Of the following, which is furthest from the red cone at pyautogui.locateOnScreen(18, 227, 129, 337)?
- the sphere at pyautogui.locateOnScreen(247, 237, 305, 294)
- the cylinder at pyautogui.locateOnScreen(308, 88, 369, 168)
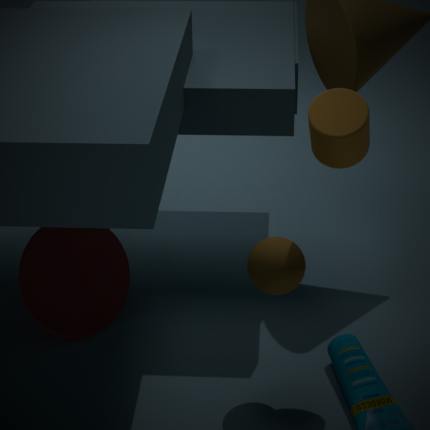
the cylinder at pyautogui.locateOnScreen(308, 88, 369, 168)
